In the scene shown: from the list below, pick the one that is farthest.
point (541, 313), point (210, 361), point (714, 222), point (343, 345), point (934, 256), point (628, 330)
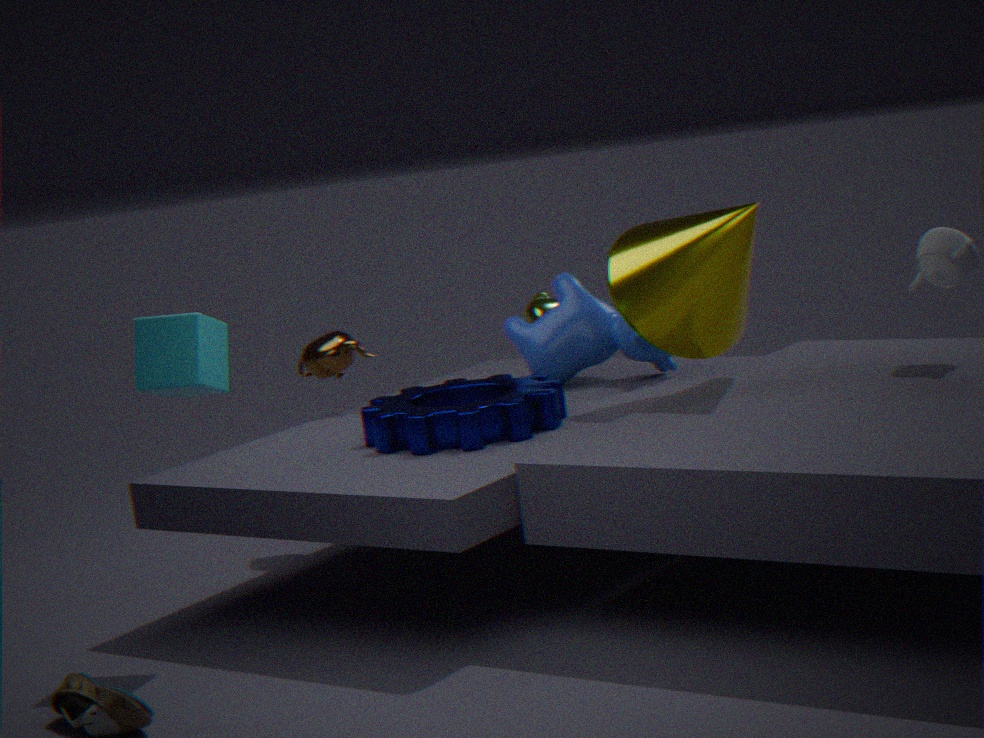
point (541, 313)
